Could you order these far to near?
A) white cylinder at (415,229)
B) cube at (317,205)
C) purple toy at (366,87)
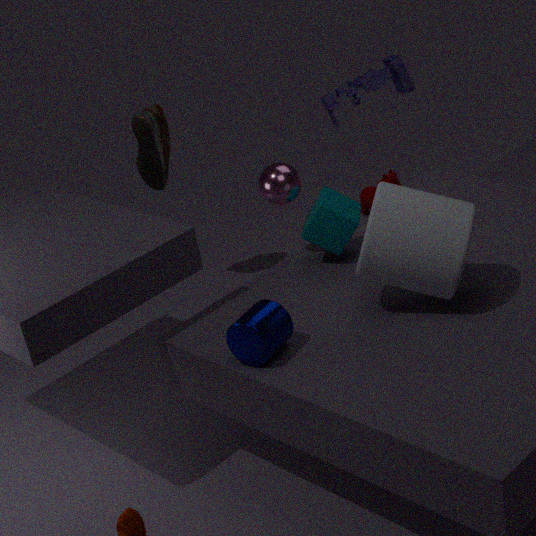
purple toy at (366,87) → cube at (317,205) → white cylinder at (415,229)
